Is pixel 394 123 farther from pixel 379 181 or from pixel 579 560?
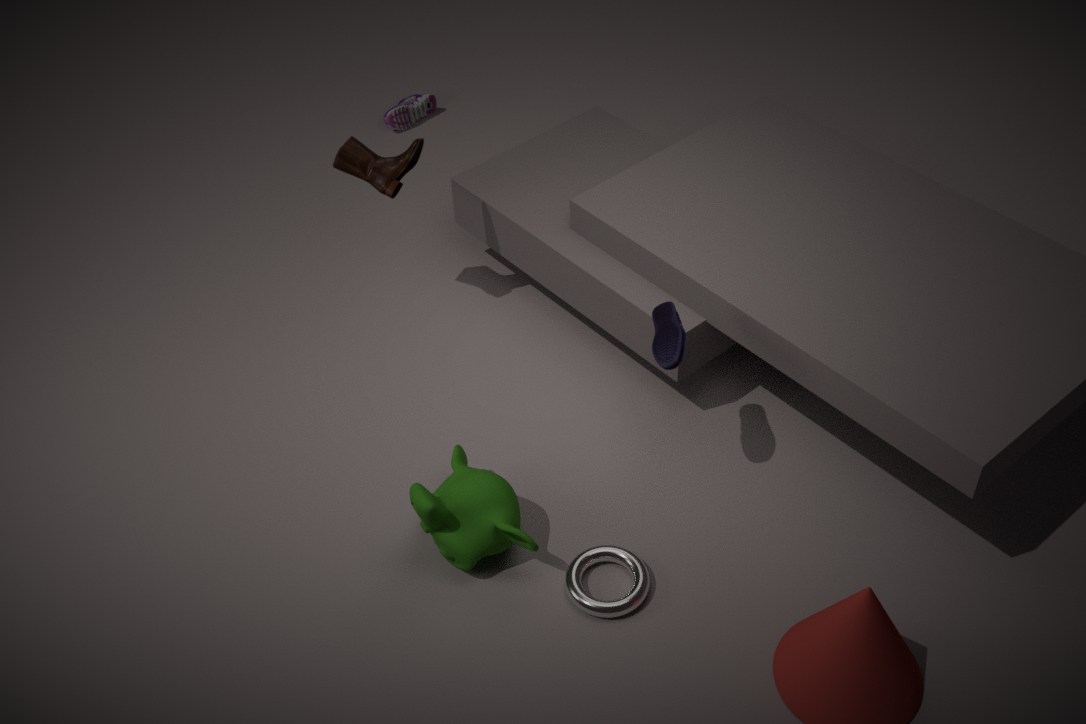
pixel 579 560
